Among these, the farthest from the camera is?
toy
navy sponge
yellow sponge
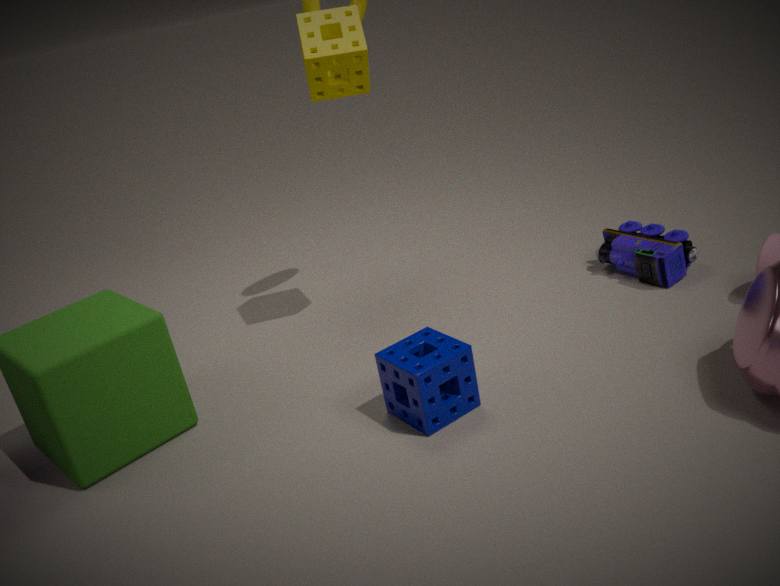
toy
